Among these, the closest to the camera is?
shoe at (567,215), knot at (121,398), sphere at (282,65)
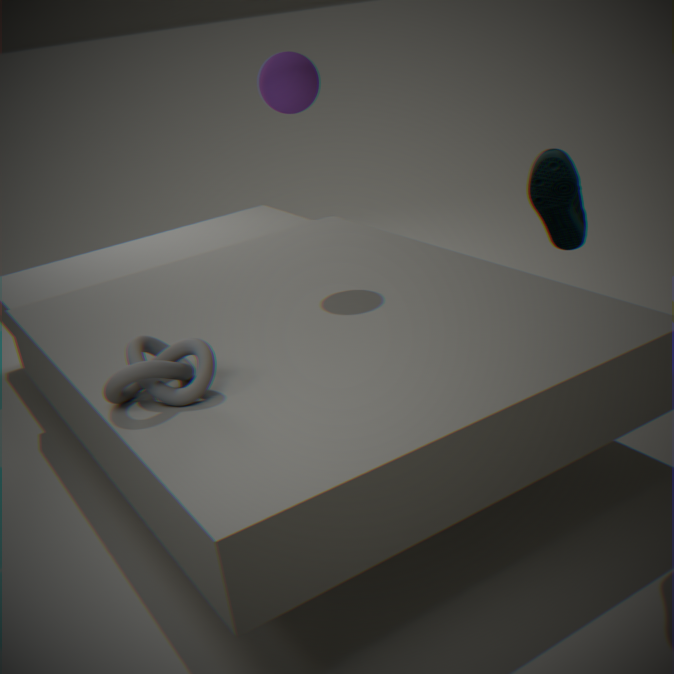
shoe at (567,215)
